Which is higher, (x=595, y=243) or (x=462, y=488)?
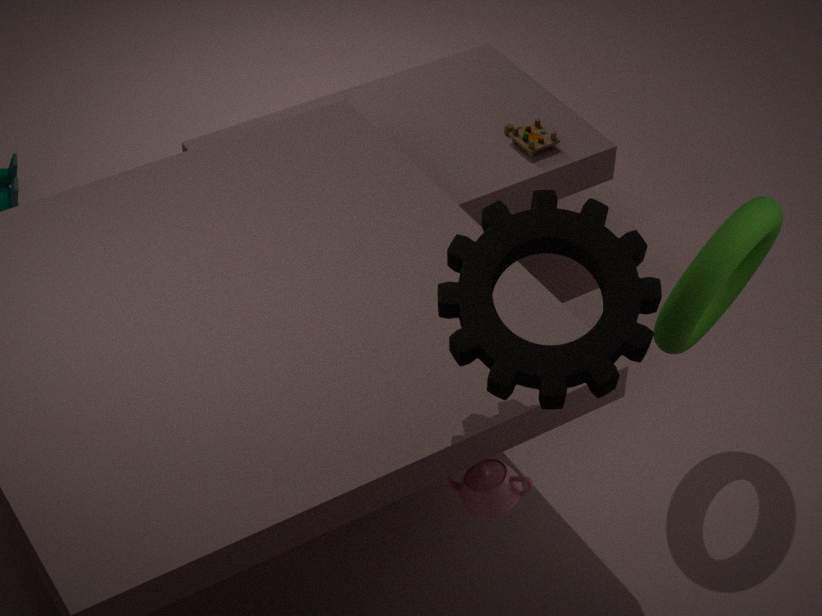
(x=595, y=243)
